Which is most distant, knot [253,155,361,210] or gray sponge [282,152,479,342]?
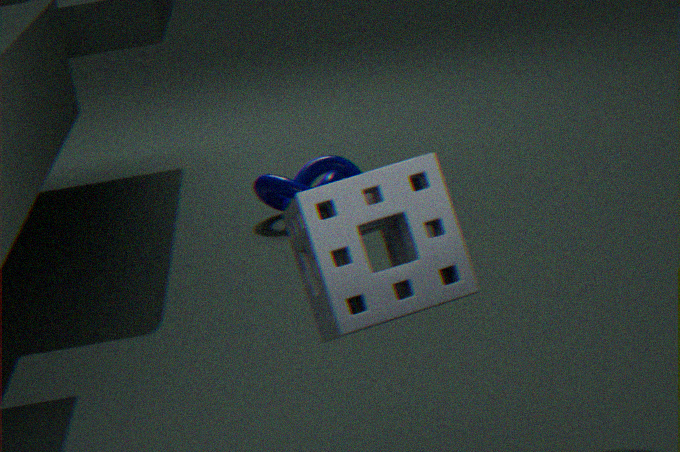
knot [253,155,361,210]
